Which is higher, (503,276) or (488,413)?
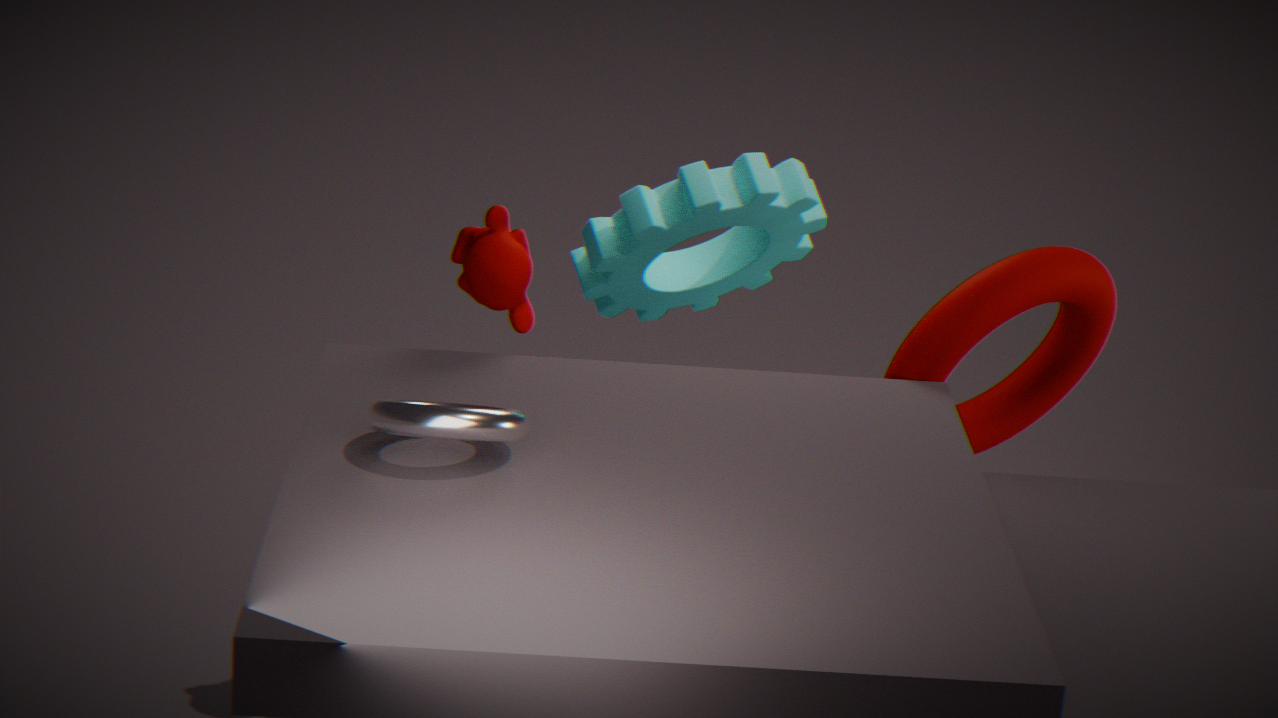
(503,276)
